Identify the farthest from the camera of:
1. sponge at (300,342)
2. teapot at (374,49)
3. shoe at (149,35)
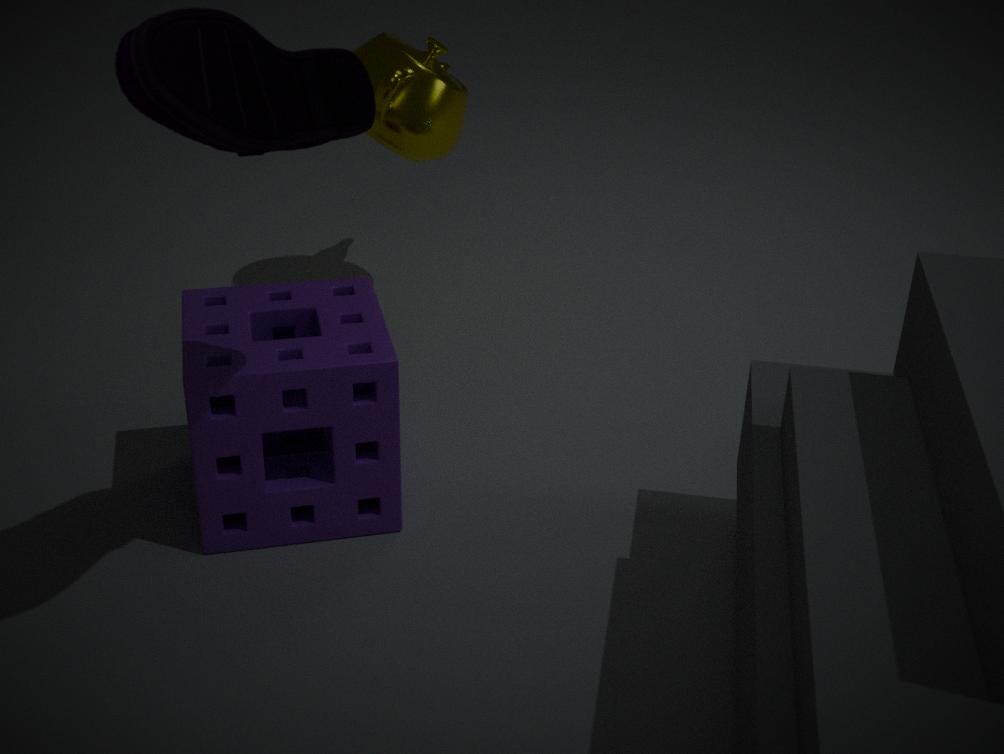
teapot at (374,49)
